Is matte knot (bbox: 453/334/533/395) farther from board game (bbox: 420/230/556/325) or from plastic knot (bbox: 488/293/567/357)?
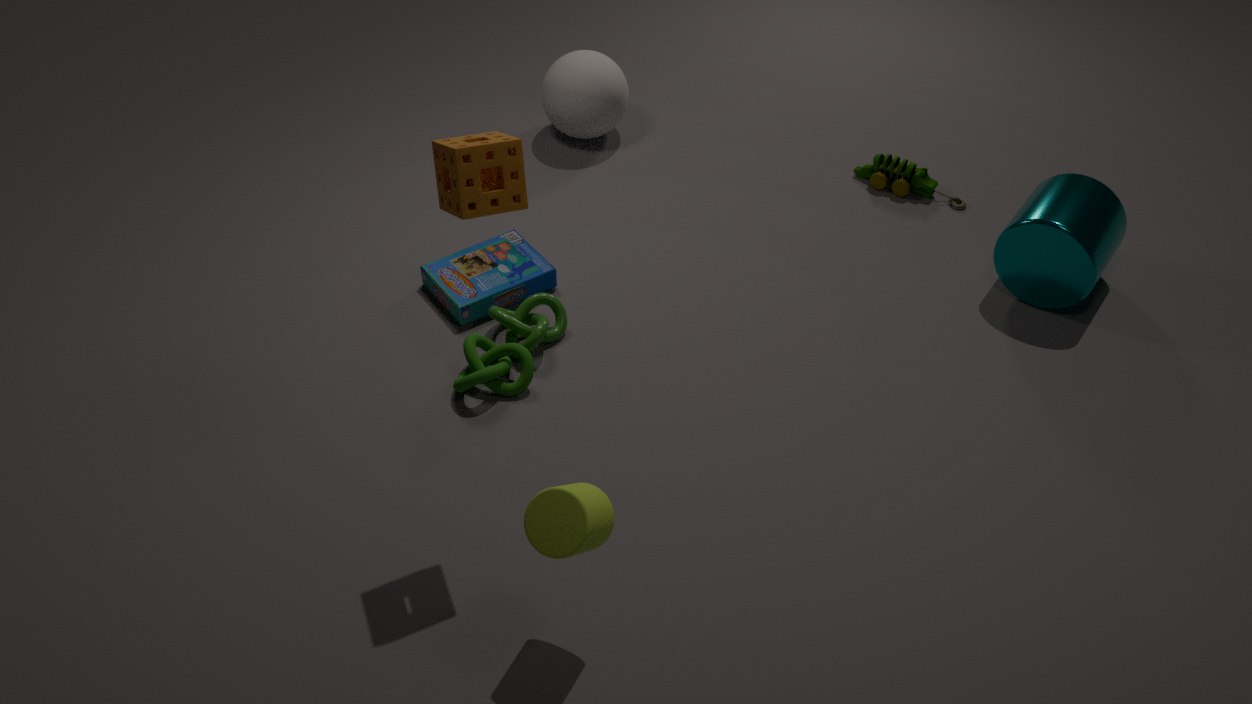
board game (bbox: 420/230/556/325)
